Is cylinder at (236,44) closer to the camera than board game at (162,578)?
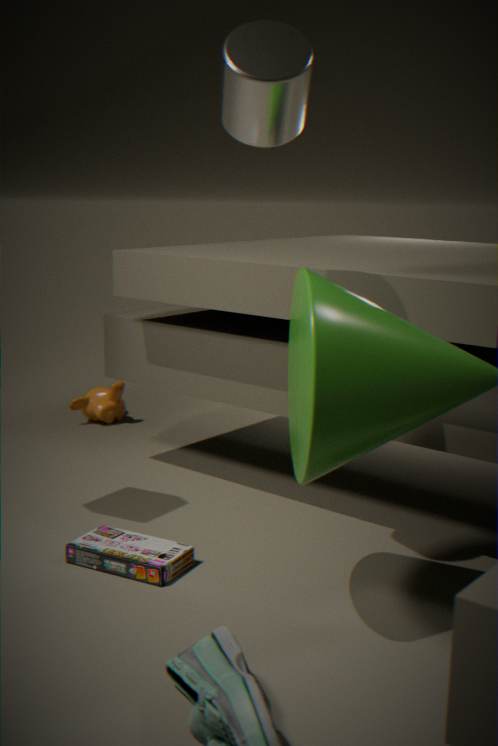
Yes
